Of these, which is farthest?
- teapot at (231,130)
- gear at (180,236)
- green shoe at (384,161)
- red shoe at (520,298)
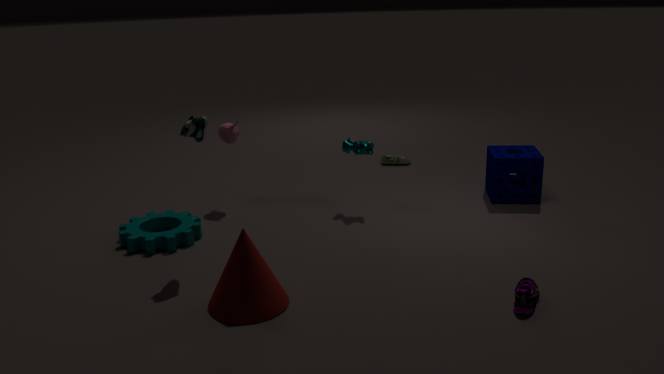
green shoe at (384,161)
